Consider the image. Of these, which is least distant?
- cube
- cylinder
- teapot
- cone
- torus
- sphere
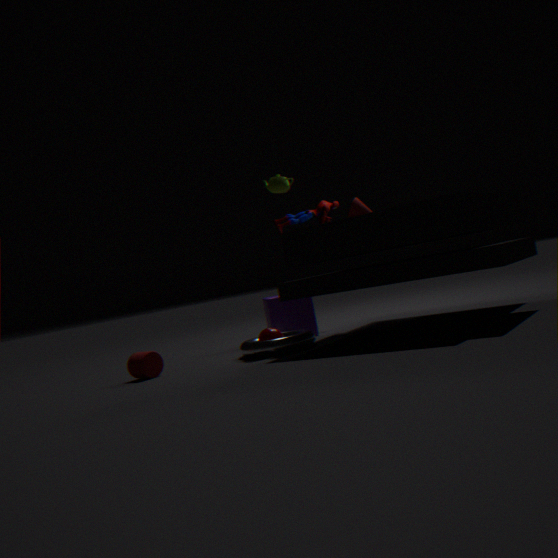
cylinder
